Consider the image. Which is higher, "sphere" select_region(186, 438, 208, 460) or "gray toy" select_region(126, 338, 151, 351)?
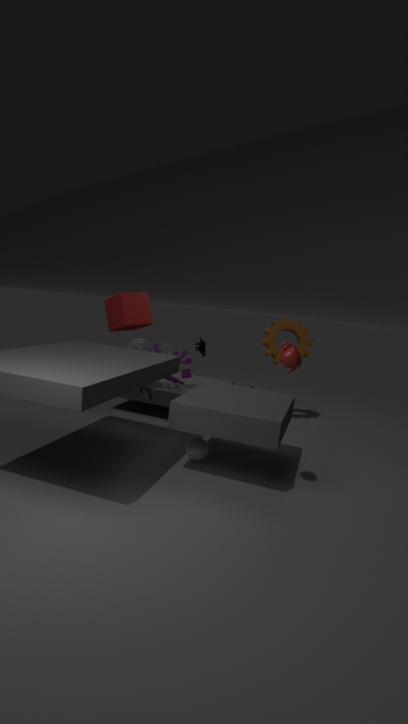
"gray toy" select_region(126, 338, 151, 351)
